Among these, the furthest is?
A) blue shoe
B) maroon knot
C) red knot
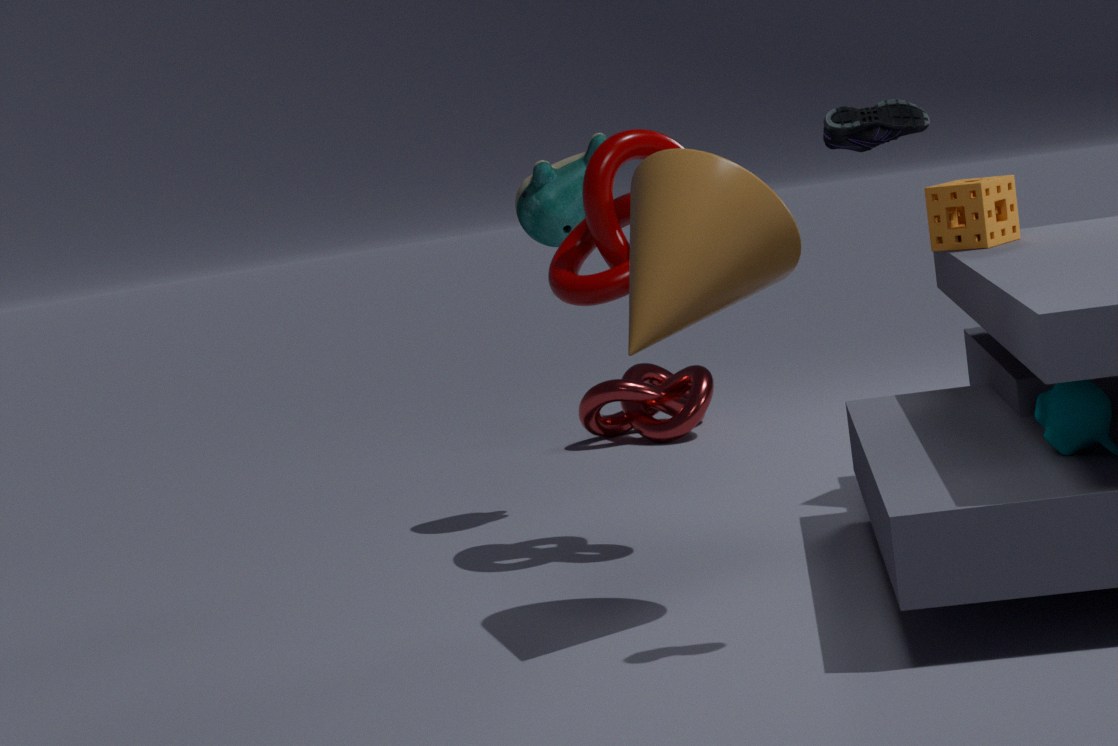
red knot
